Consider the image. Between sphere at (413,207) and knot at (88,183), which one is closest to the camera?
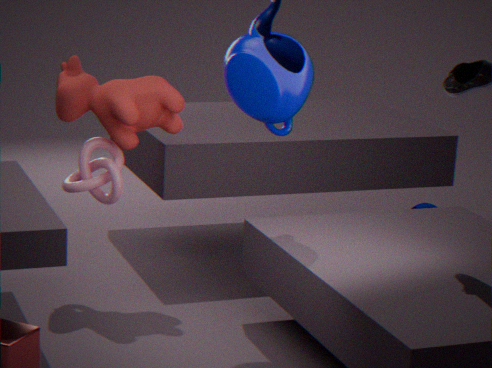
knot at (88,183)
